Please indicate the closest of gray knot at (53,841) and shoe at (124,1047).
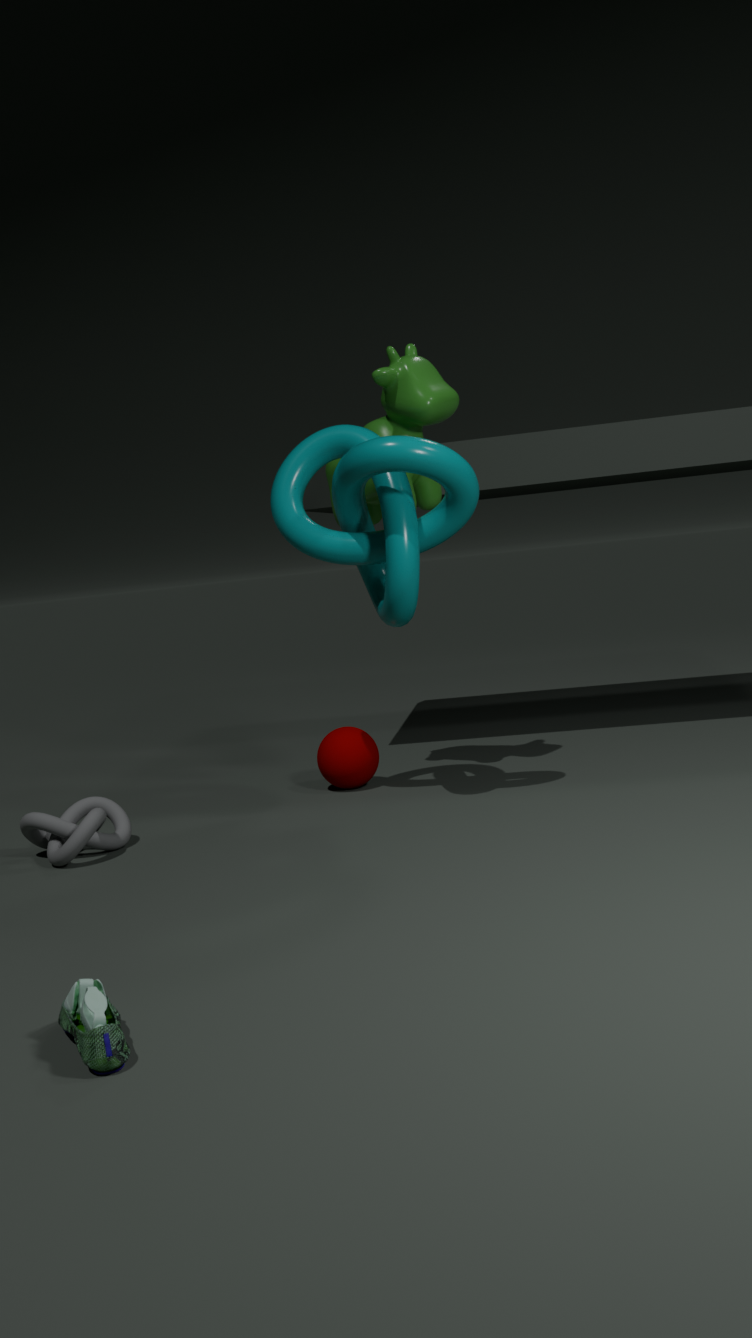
shoe at (124,1047)
